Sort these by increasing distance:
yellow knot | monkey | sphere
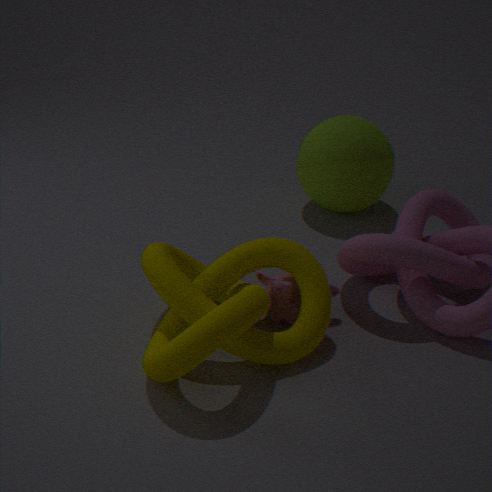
yellow knot
monkey
sphere
